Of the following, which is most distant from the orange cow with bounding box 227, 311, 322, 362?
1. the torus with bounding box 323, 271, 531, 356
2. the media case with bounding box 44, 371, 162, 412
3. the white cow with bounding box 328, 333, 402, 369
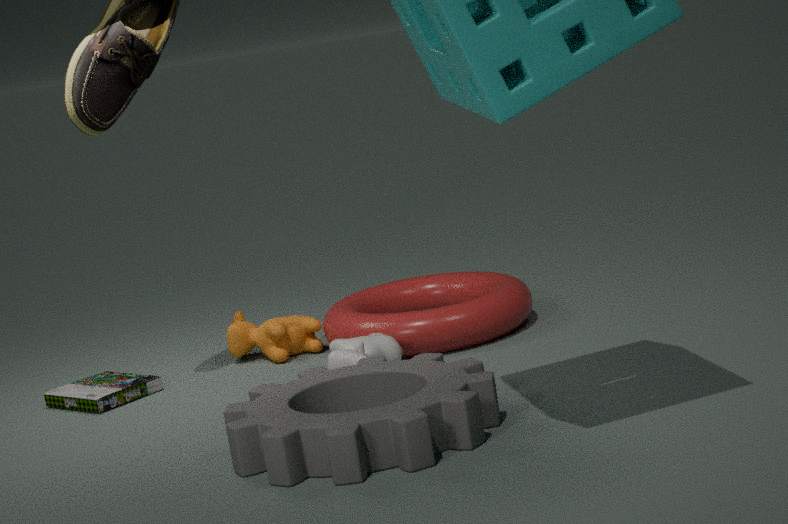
the white cow with bounding box 328, 333, 402, 369
